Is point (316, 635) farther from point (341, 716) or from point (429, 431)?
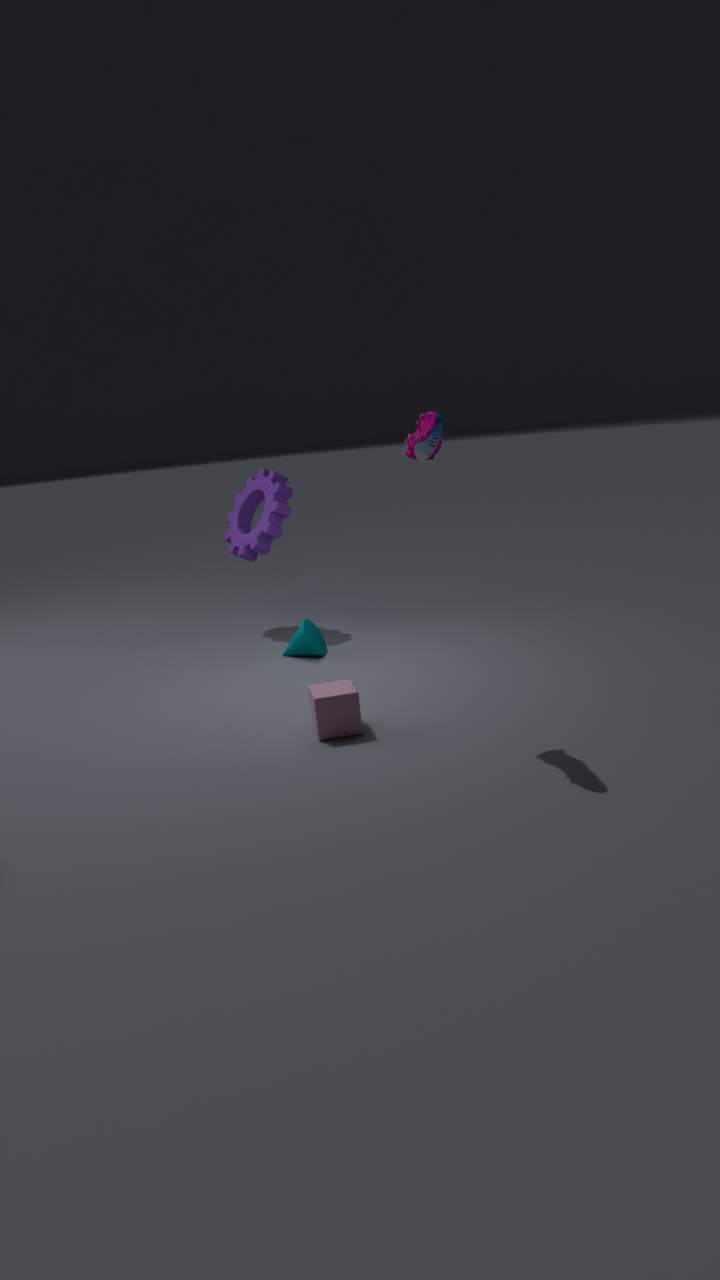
point (429, 431)
